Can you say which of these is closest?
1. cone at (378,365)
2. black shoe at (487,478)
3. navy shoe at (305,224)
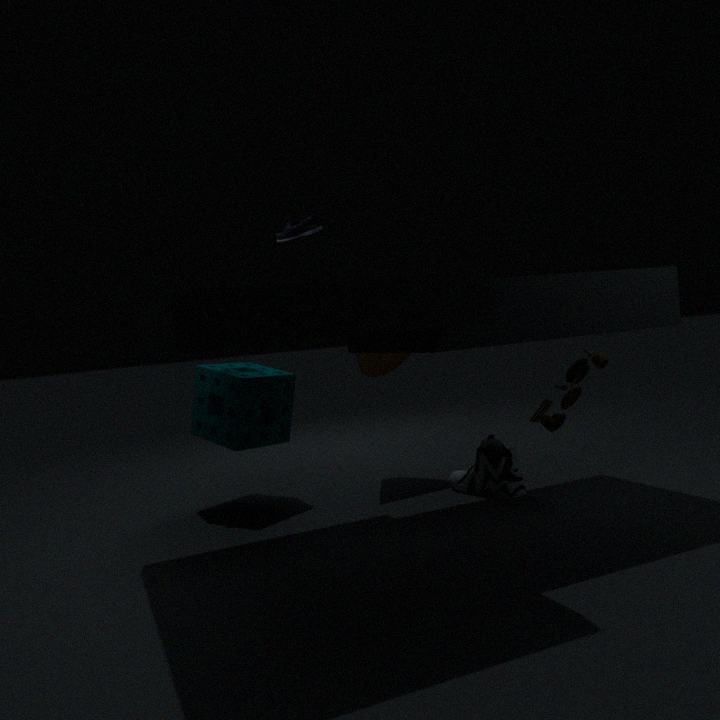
navy shoe at (305,224)
